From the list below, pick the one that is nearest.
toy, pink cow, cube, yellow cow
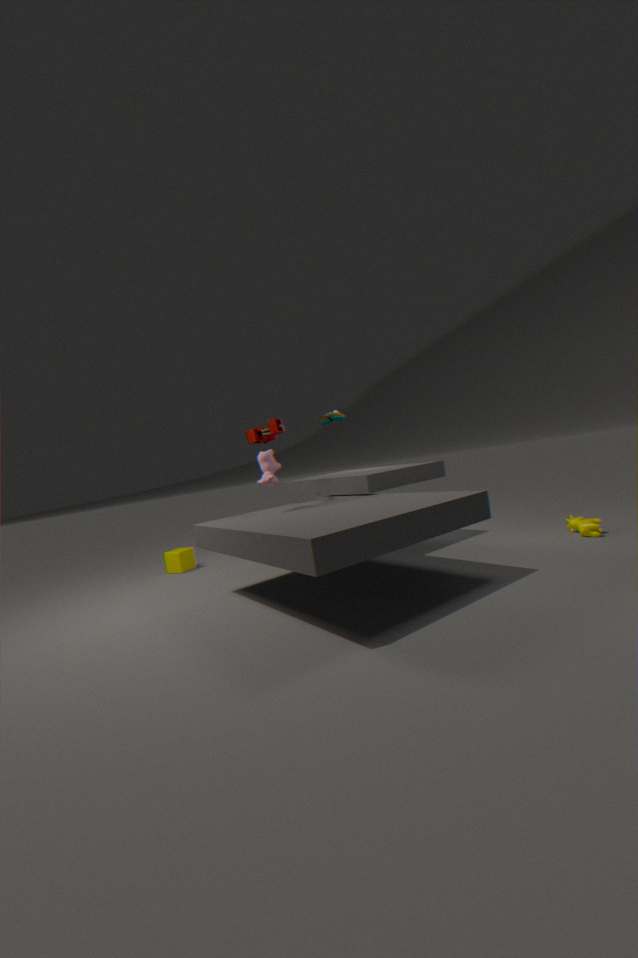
pink cow
